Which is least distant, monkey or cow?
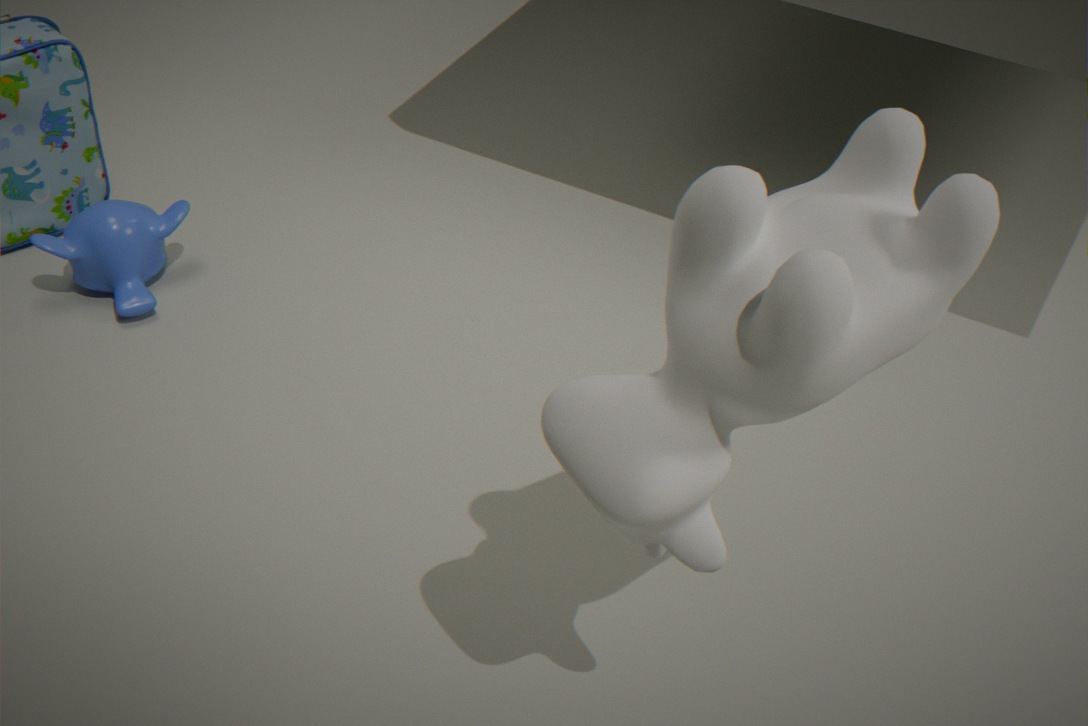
cow
